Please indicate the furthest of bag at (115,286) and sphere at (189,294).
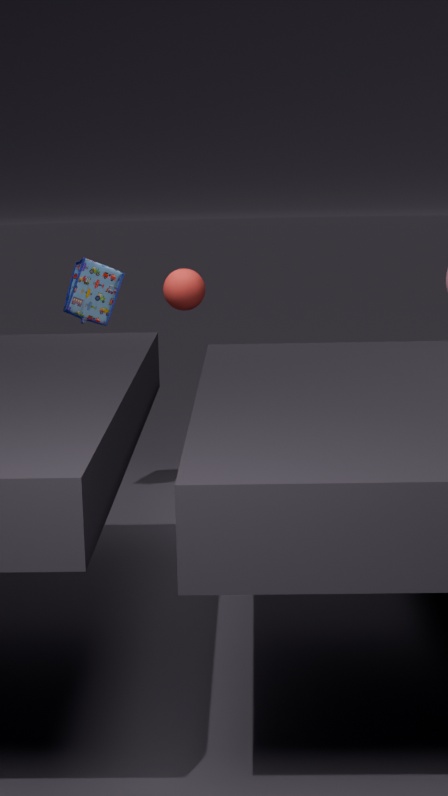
sphere at (189,294)
